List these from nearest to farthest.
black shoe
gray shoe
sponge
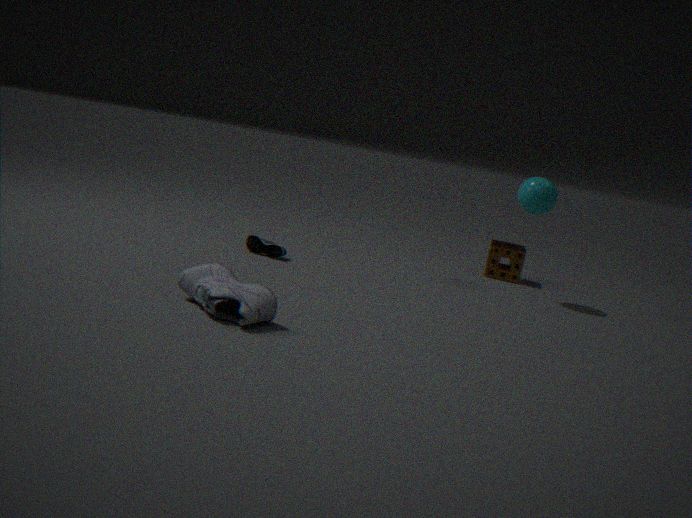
gray shoe → black shoe → sponge
